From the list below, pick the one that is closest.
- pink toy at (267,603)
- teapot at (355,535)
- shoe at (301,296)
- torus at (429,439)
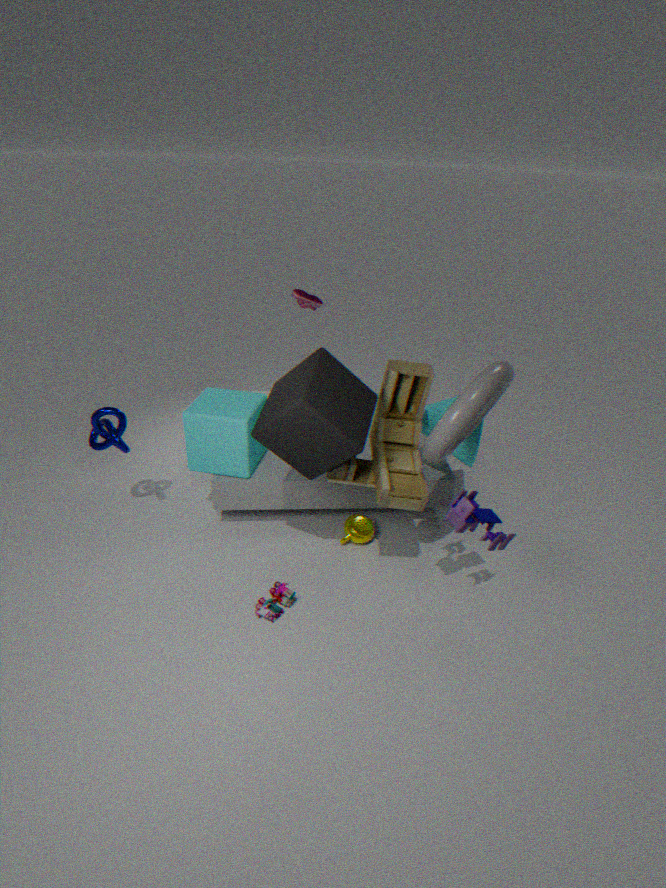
torus at (429,439)
